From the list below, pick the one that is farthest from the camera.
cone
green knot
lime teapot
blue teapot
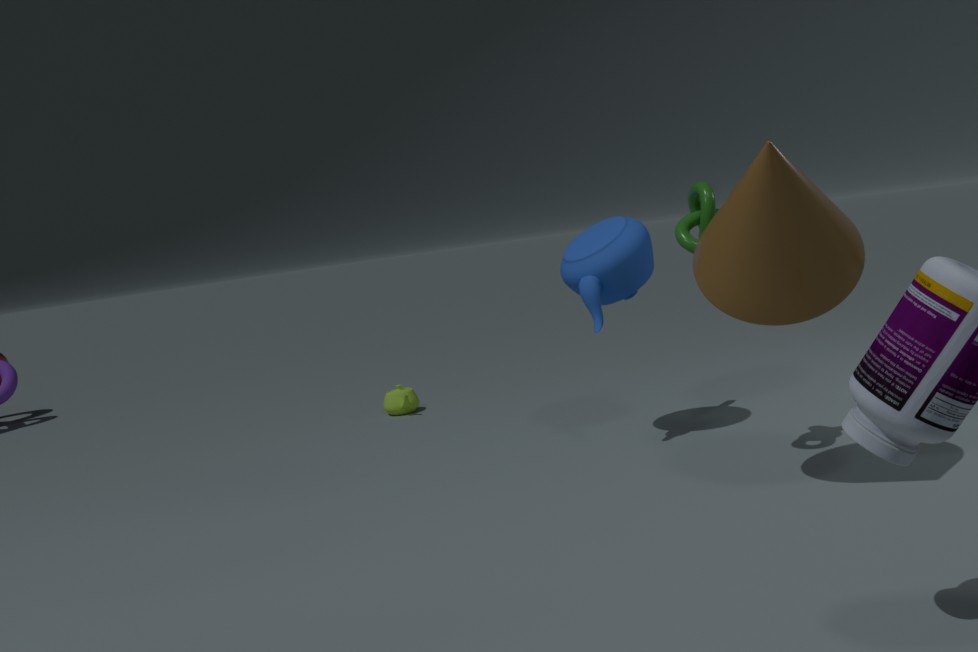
lime teapot
